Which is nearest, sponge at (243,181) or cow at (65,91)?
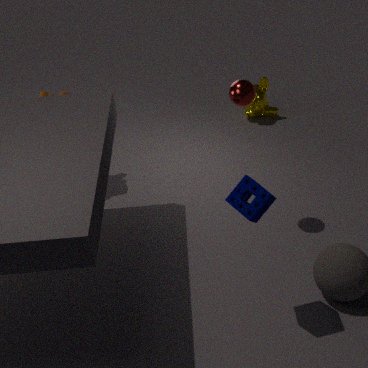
sponge at (243,181)
